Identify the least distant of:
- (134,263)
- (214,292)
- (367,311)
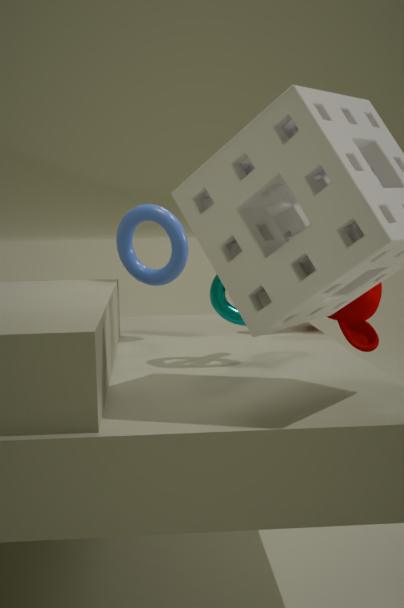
(214,292)
